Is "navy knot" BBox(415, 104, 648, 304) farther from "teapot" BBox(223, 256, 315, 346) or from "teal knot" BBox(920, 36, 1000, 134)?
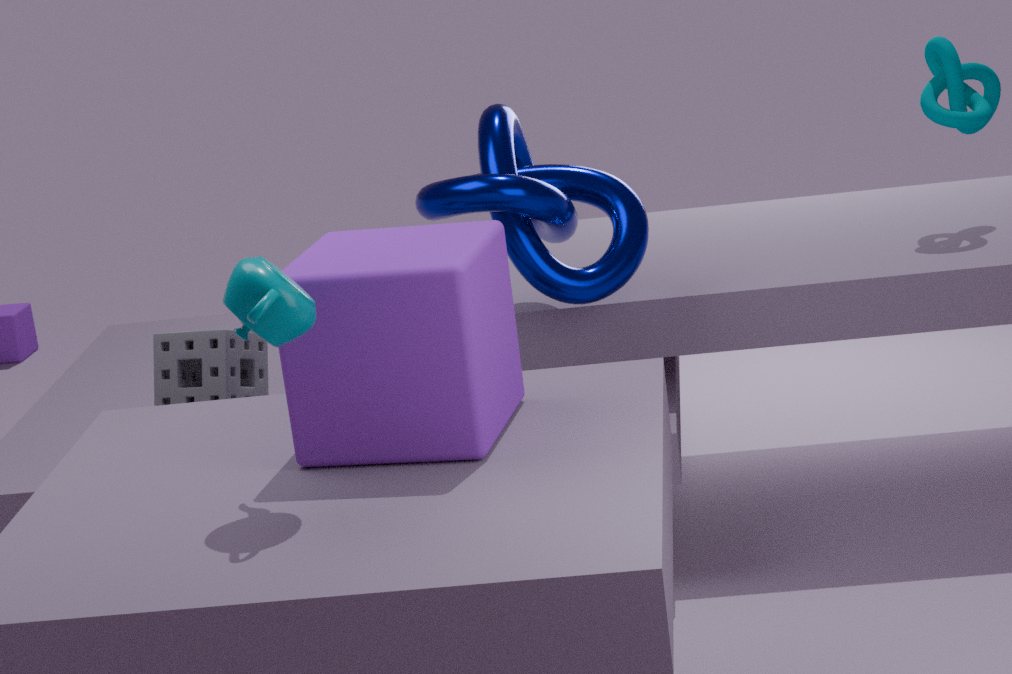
"teapot" BBox(223, 256, 315, 346)
